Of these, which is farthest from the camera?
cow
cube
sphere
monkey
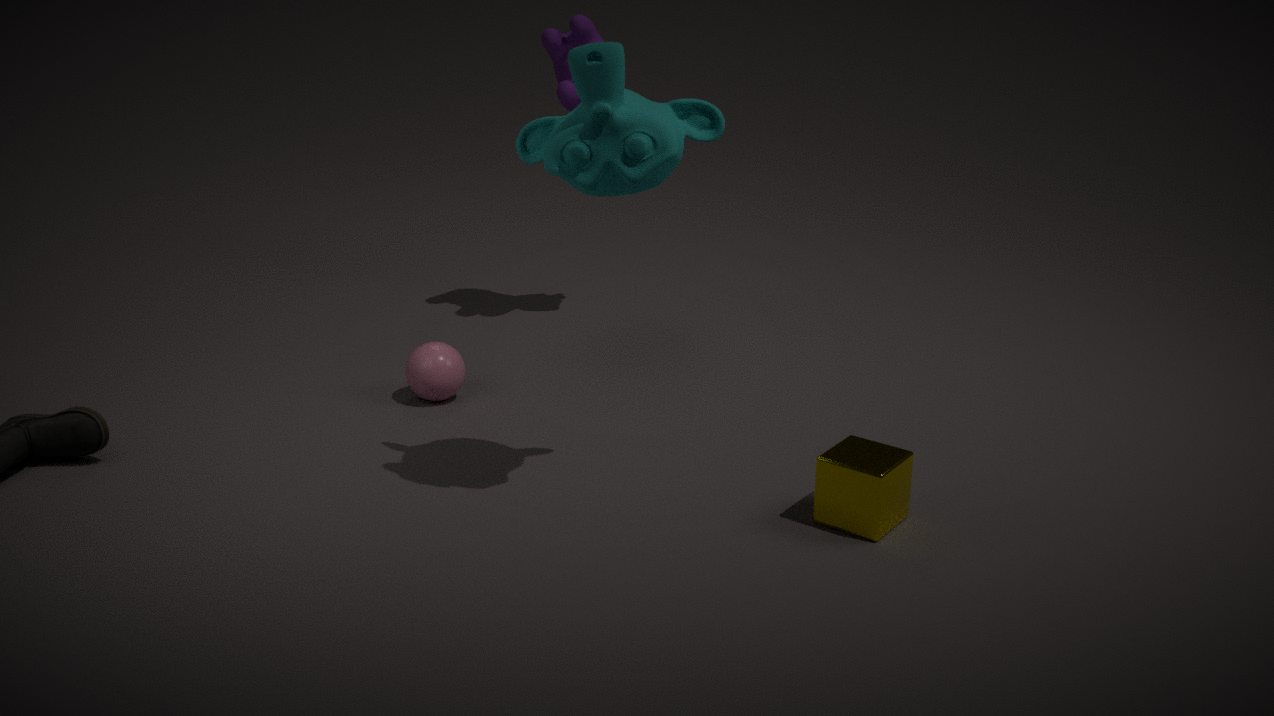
cow
